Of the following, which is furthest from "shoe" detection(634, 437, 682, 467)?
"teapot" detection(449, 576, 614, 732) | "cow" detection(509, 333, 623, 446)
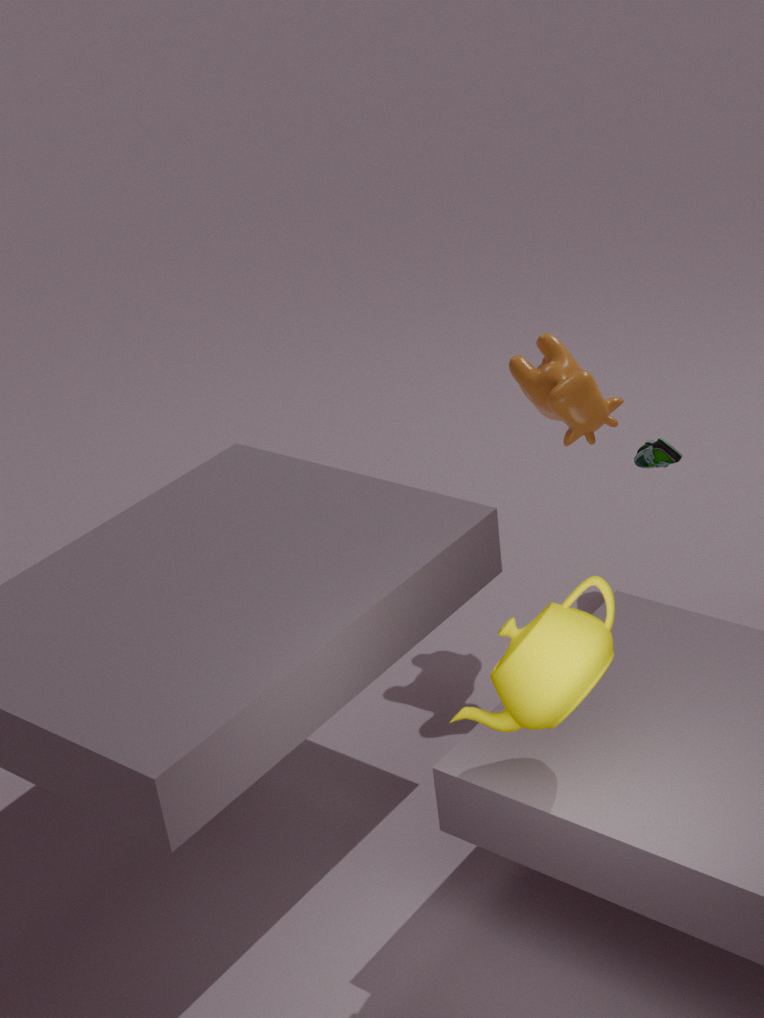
"teapot" detection(449, 576, 614, 732)
